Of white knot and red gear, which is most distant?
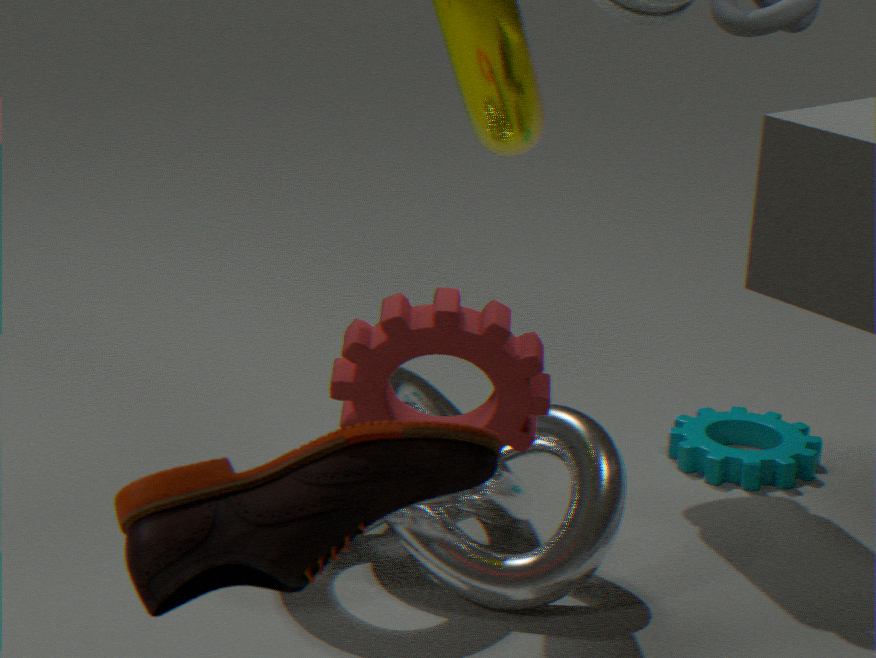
white knot
